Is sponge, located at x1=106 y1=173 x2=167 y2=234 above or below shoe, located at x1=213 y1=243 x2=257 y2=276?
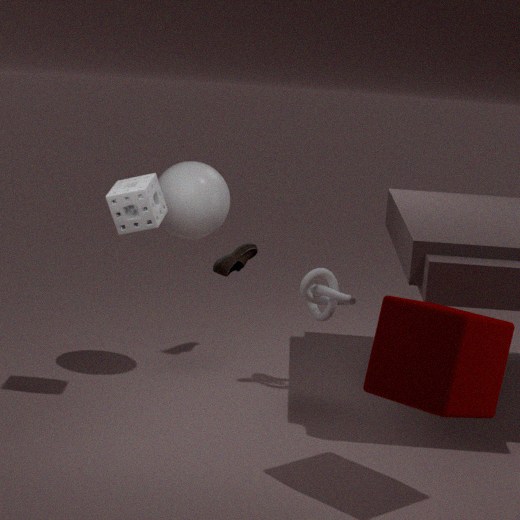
above
